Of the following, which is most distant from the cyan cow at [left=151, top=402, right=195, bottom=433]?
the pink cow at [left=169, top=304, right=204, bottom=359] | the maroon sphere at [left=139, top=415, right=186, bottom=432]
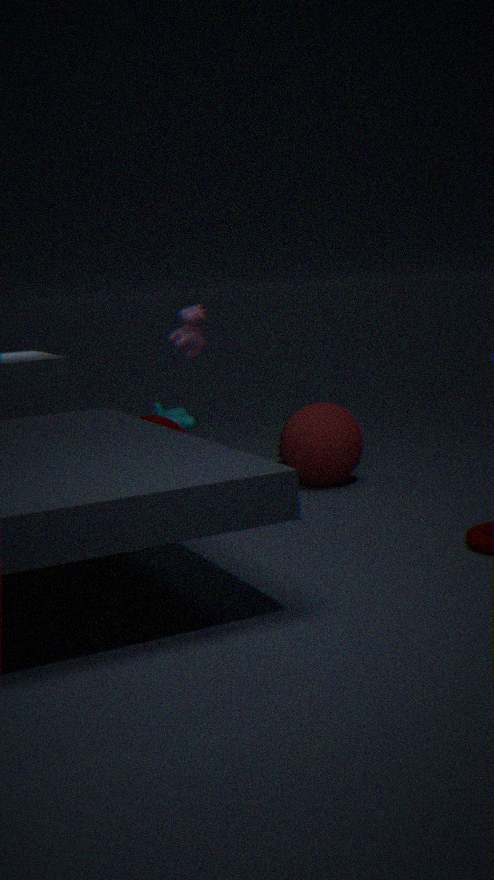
the maroon sphere at [left=139, top=415, right=186, bottom=432]
